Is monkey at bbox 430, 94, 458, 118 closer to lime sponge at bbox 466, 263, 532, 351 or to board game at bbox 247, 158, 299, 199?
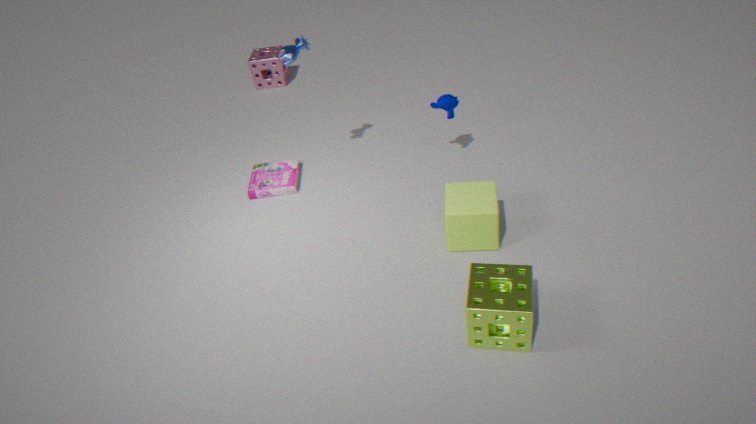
board game at bbox 247, 158, 299, 199
